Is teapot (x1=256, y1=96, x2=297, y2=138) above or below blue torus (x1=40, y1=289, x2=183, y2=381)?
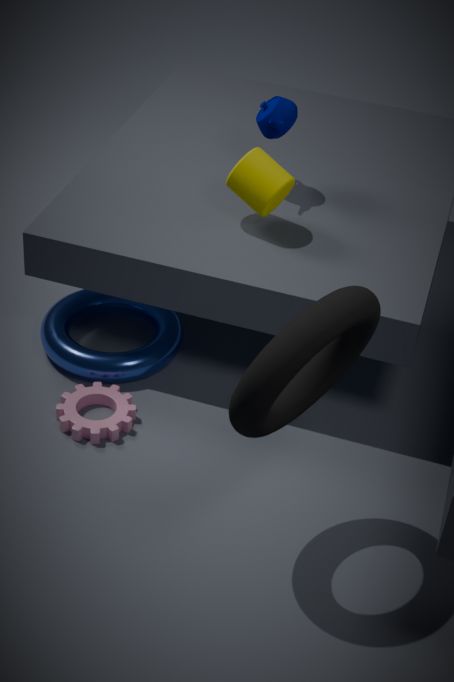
above
